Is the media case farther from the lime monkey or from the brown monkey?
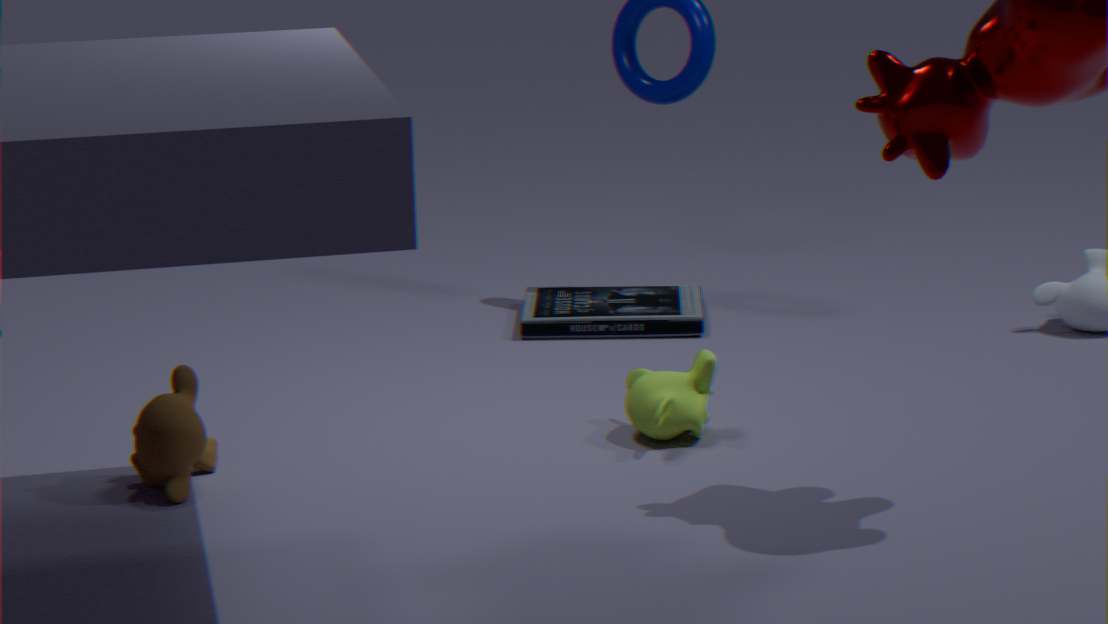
the brown monkey
